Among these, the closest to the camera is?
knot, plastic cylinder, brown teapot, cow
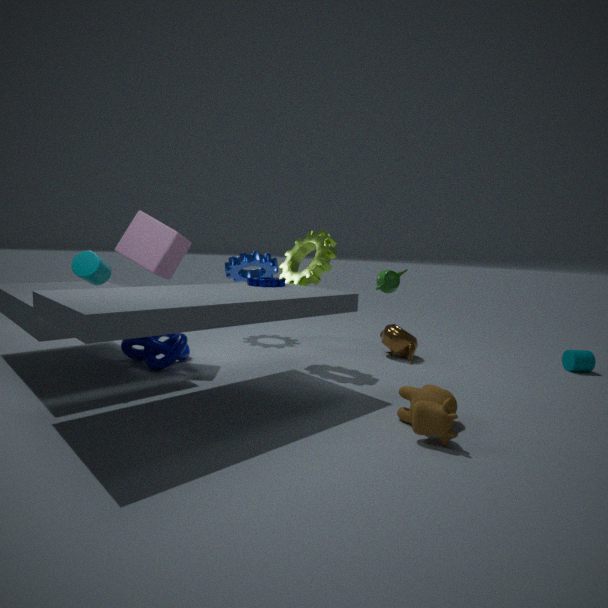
cow
